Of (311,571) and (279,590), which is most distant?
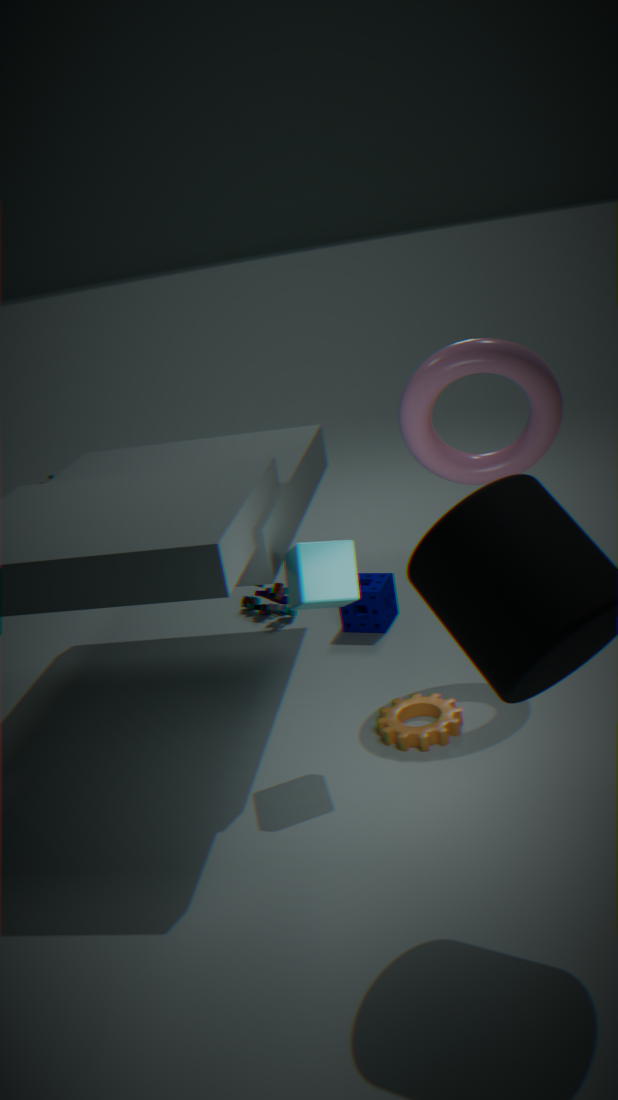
(279,590)
